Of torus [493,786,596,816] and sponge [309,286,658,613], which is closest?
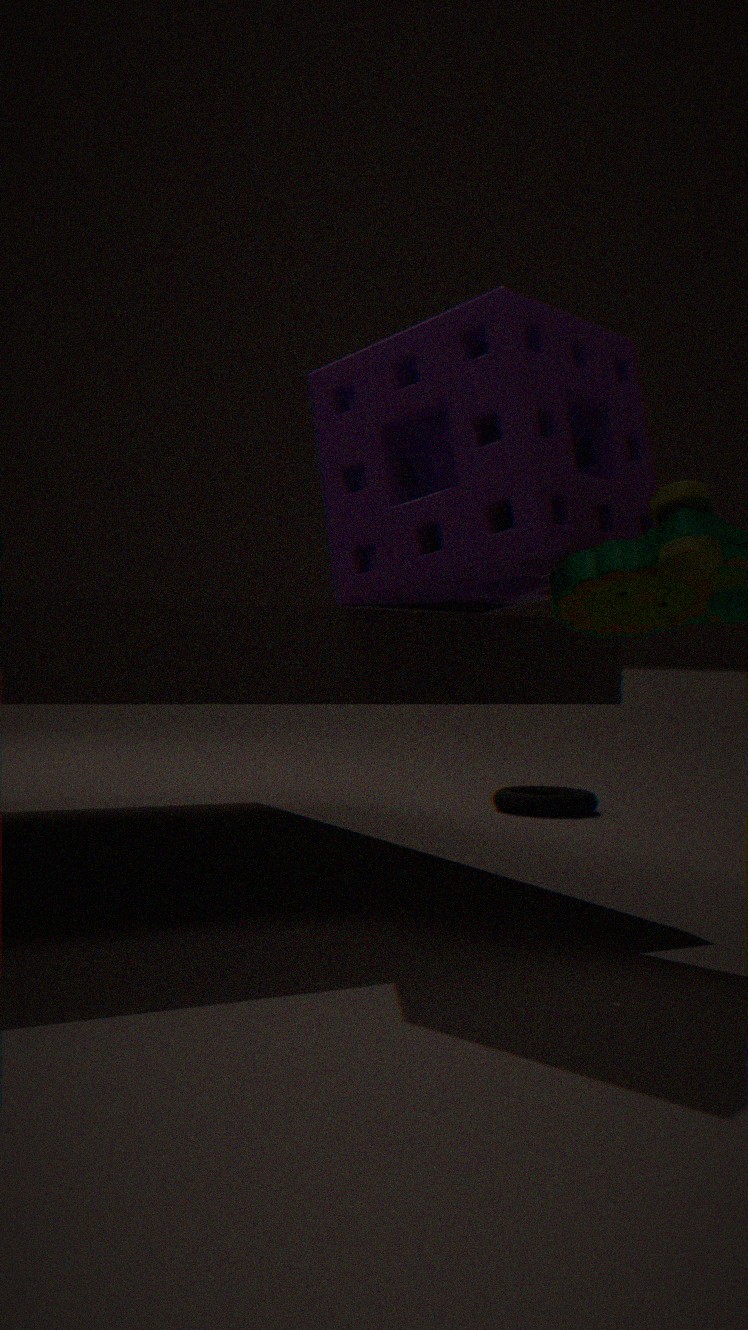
sponge [309,286,658,613]
